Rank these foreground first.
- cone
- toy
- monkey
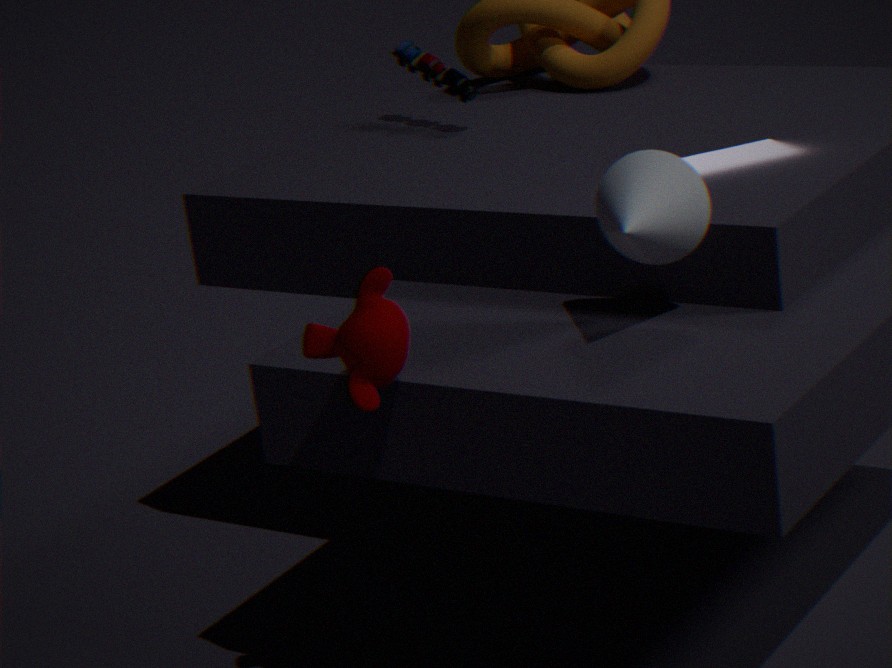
monkey, cone, toy
